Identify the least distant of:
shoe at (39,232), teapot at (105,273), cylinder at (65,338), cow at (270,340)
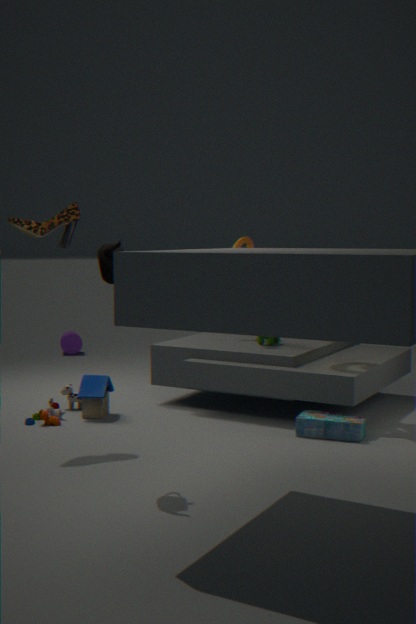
teapot at (105,273)
